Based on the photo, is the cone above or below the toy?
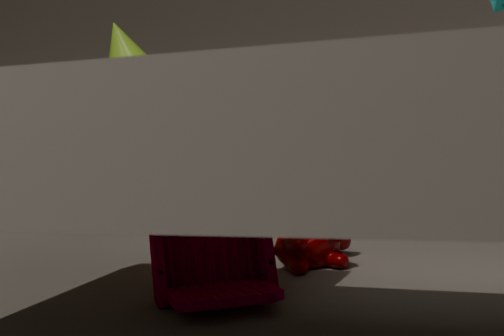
above
